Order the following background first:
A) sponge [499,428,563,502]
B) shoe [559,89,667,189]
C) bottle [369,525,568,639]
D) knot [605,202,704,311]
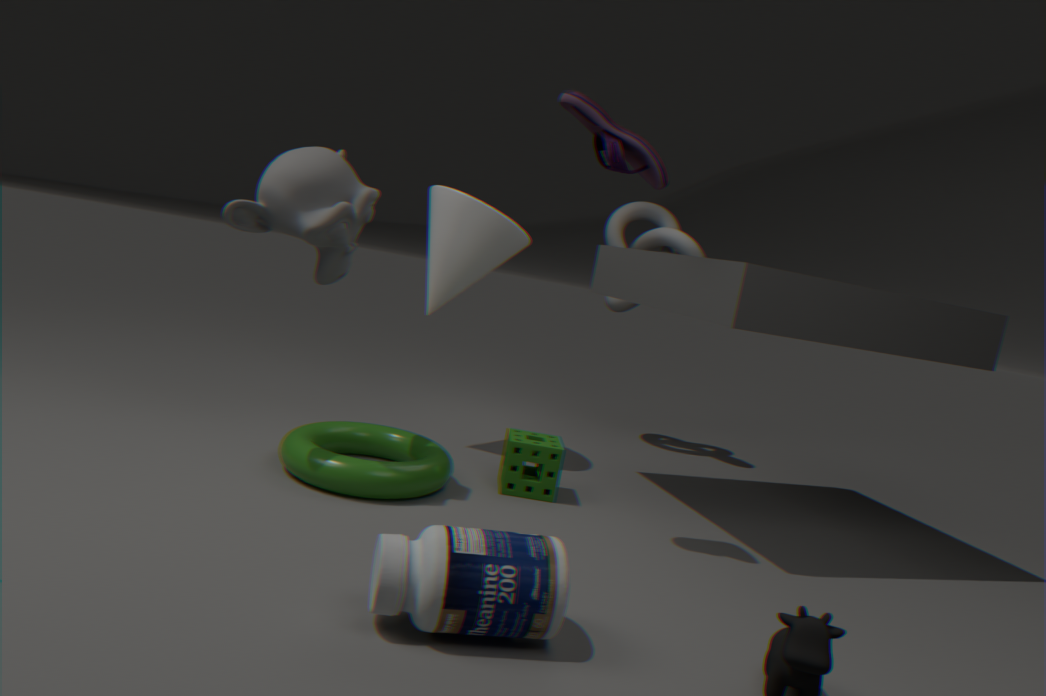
knot [605,202,704,311]
sponge [499,428,563,502]
shoe [559,89,667,189]
bottle [369,525,568,639]
